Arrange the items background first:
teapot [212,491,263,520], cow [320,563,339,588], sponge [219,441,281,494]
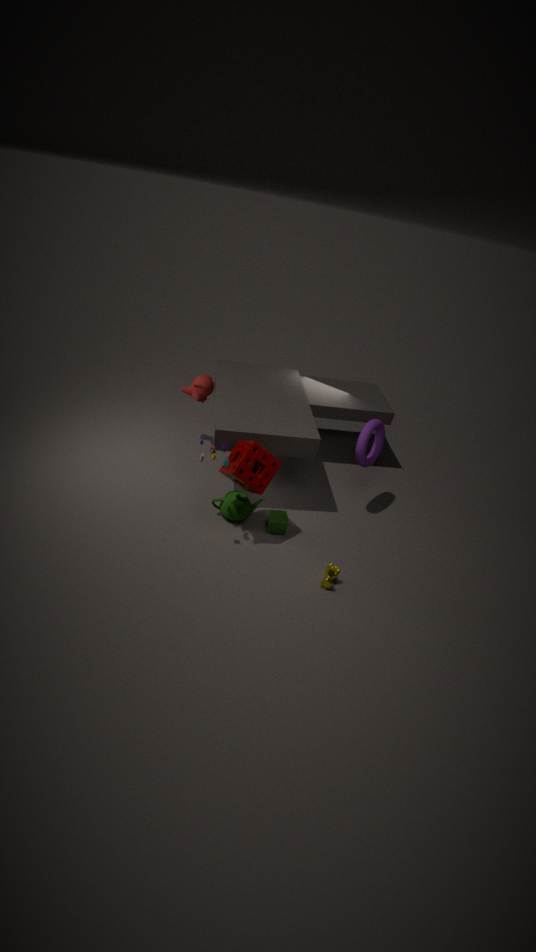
teapot [212,491,263,520], cow [320,563,339,588], sponge [219,441,281,494]
